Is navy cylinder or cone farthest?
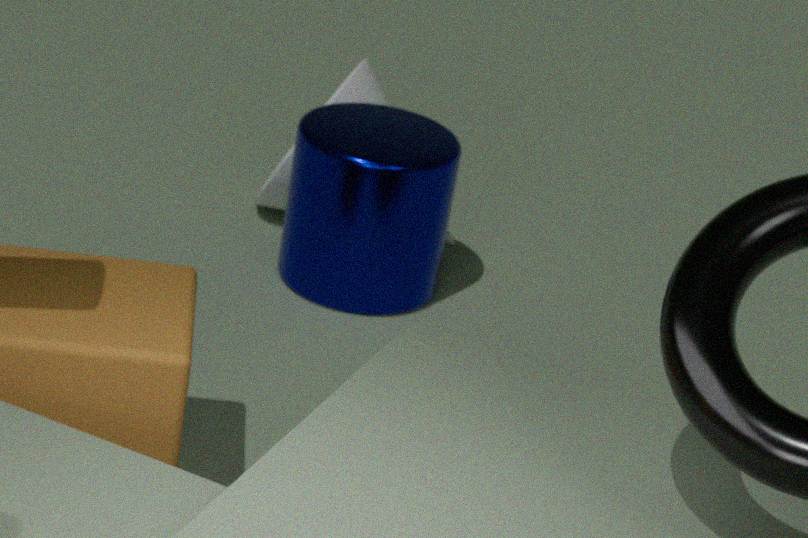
cone
